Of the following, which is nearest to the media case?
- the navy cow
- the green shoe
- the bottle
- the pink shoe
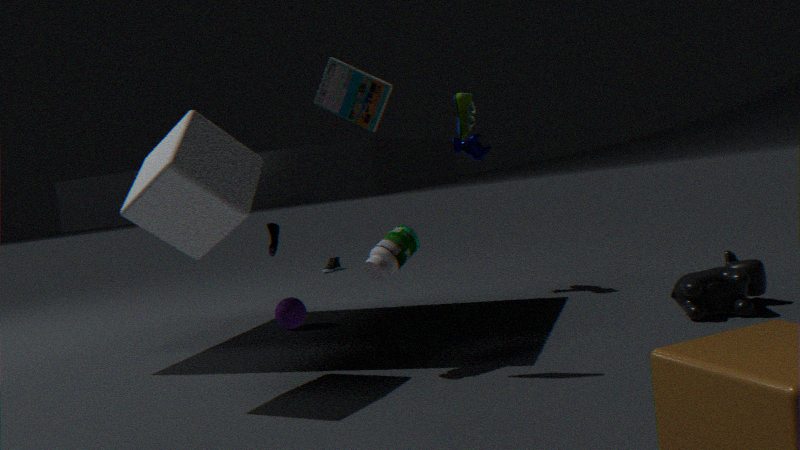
the bottle
